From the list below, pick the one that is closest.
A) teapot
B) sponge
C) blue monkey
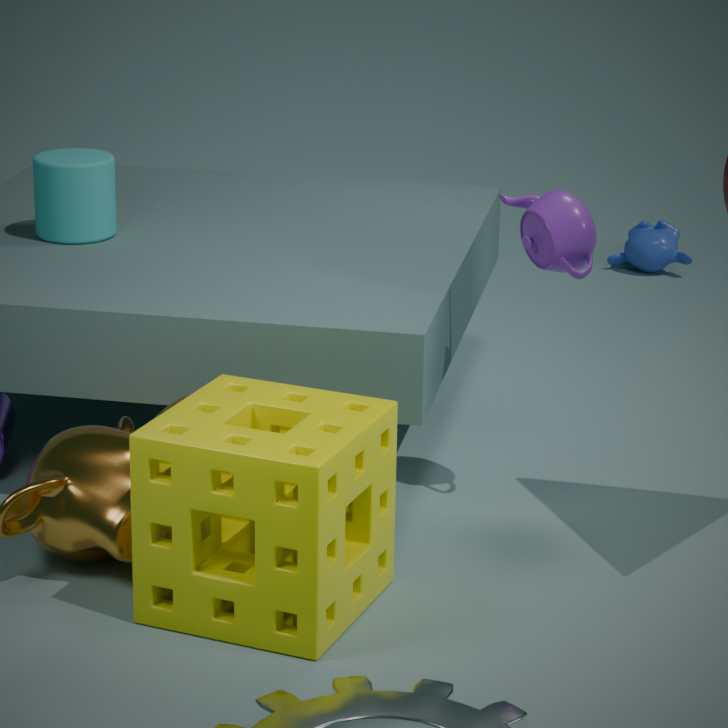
sponge
